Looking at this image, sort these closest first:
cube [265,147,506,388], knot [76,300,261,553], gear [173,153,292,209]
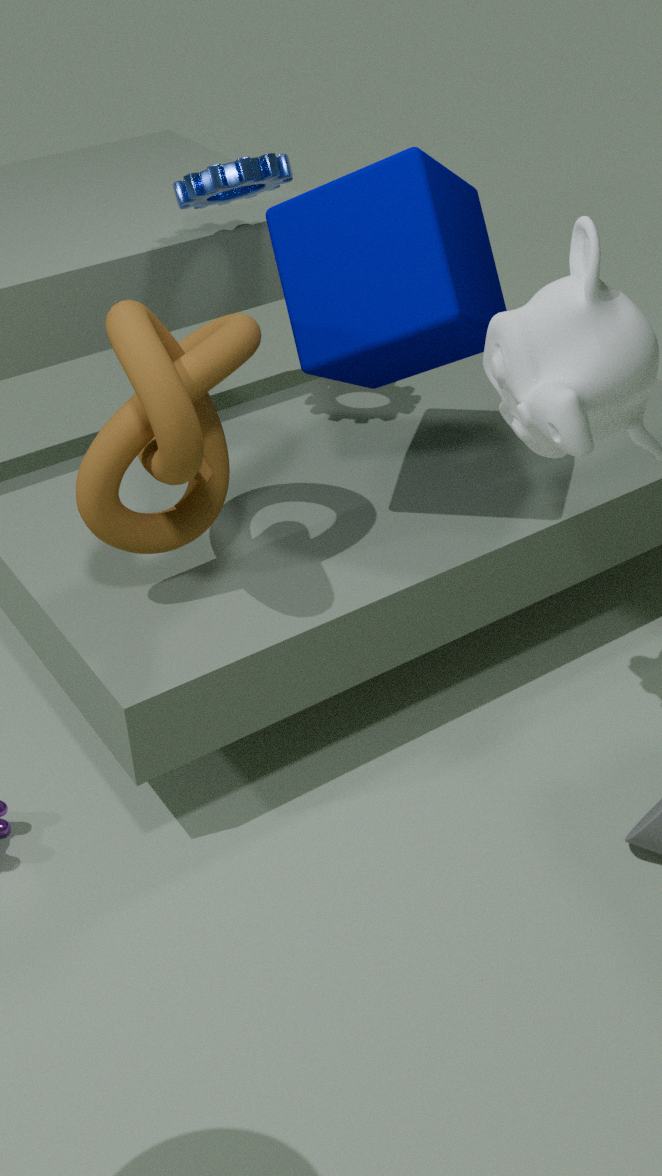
1. knot [76,300,261,553]
2. cube [265,147,506,388]
3. gear [173,153,292,209]
